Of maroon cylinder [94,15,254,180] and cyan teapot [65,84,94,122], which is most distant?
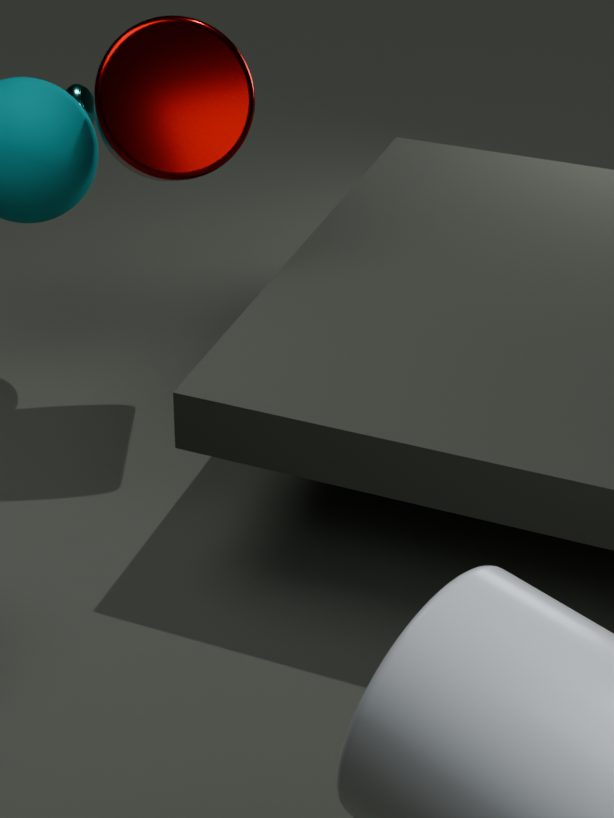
cyan teapot [65,84,94,122]
